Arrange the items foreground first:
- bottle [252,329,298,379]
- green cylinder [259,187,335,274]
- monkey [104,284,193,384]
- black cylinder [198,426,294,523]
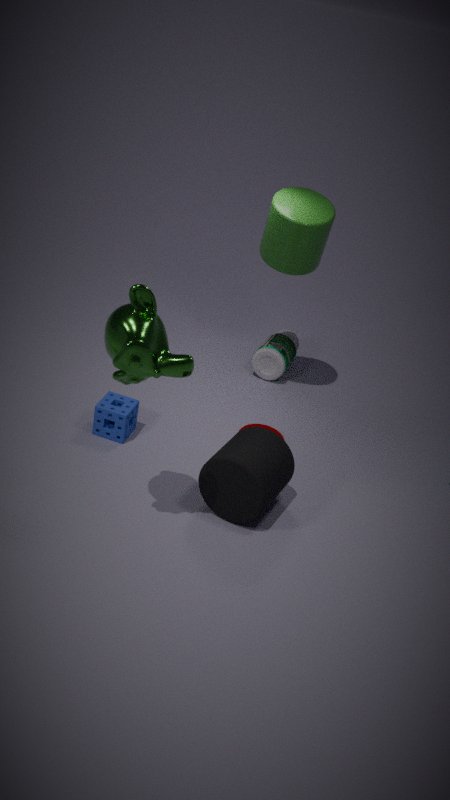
monkey [104,284,193,384] → black cylinder [198,426,294,523] → green cylinder [259,187,335,274] → bottle [252,329,298,379]
